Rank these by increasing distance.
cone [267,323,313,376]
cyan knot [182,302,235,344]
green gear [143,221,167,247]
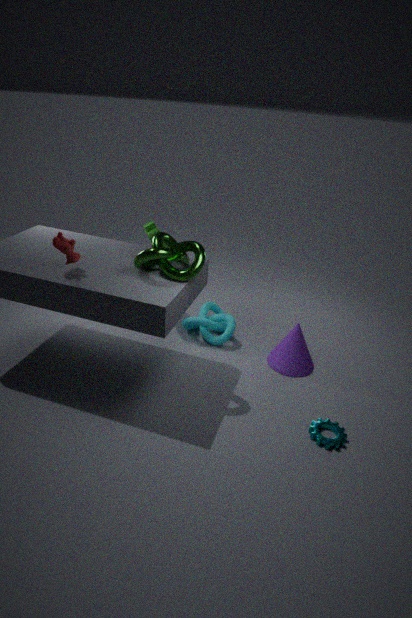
cone [267,323,313,376], green gear [143,221,167,247], cyan knot [182,302,235,344]
